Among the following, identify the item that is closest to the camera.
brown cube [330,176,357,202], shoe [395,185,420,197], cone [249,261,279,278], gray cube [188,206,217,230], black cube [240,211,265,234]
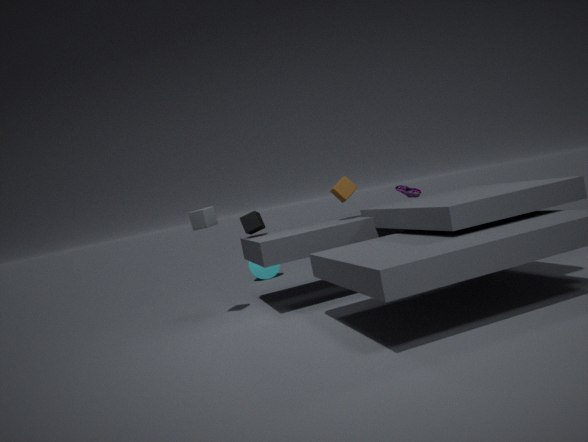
gray cube [188,206,217,230]
